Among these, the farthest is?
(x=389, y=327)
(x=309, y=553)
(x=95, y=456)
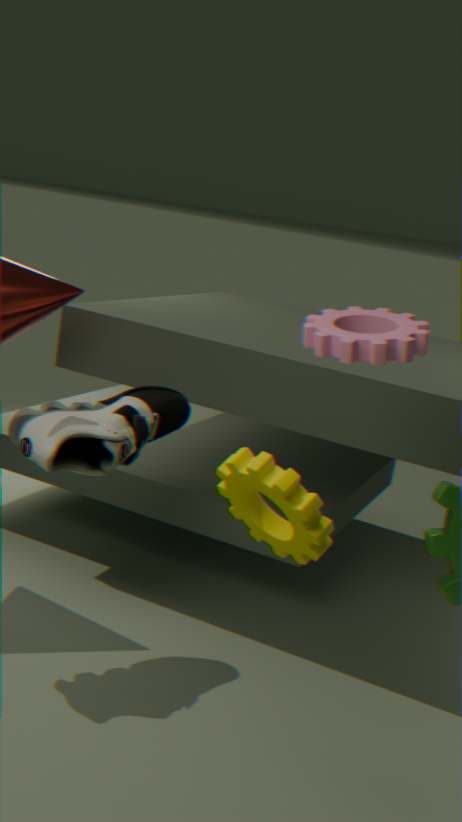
(x=95, y=456)
